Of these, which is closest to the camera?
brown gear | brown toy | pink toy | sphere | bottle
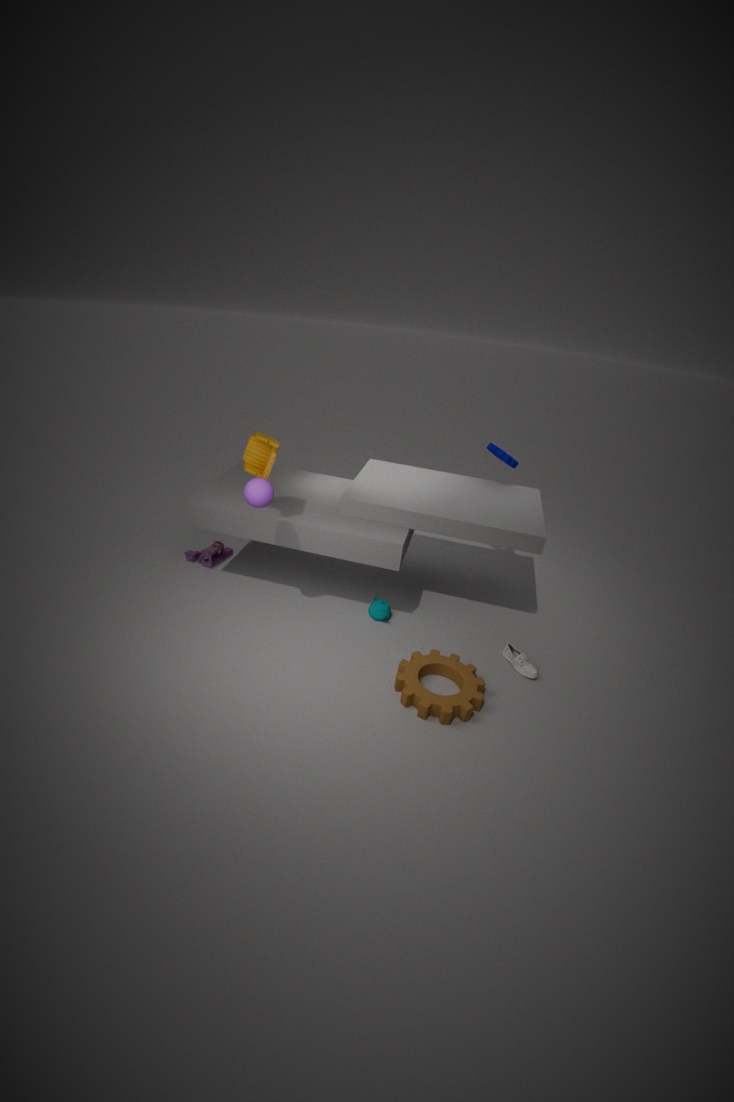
brown gear
